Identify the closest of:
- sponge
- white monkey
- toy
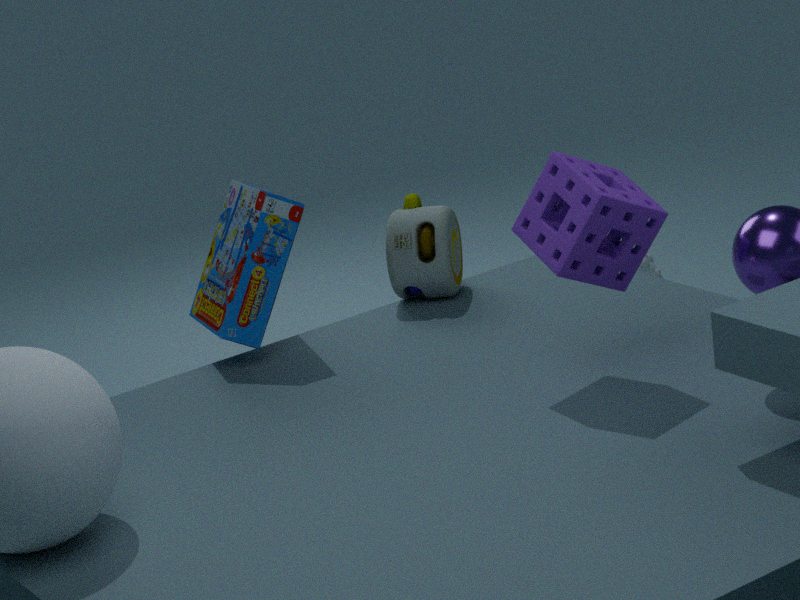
sponge
